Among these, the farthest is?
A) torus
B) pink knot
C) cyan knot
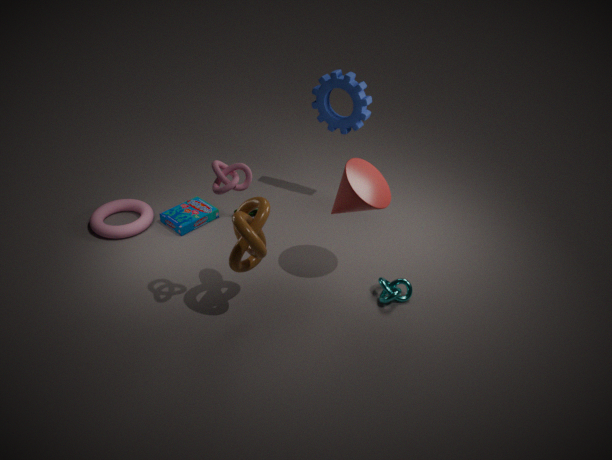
torus
